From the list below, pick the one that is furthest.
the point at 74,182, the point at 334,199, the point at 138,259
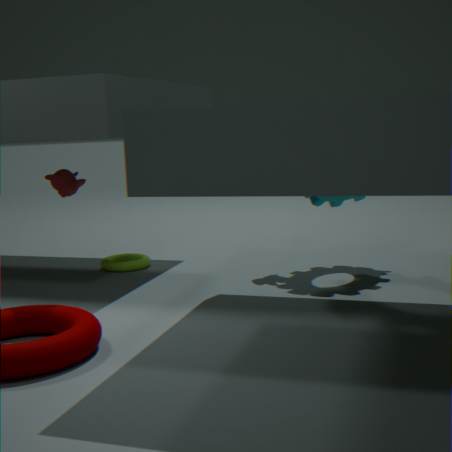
the point at 74,182
